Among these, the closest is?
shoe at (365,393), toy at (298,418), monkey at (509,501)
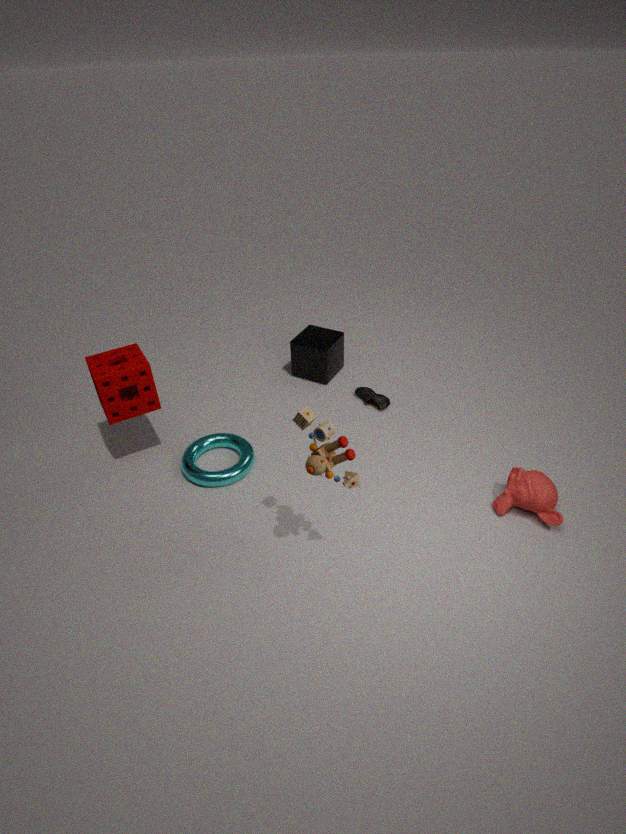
toy at (298,418)
